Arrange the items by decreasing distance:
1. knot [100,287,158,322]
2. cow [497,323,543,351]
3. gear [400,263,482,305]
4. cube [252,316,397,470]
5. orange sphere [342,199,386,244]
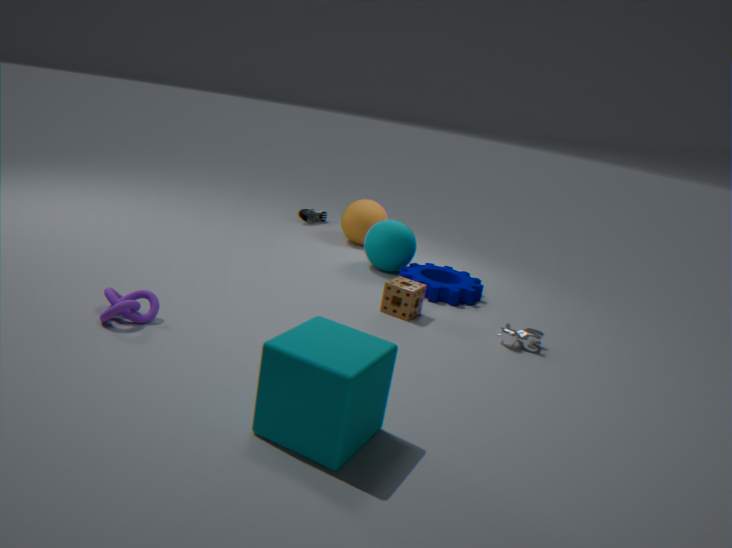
orange sphere [342,199,386,244], gear [400,263,482,305], cow [497,323,543,351], knot [100,287,158,322], cube [252,316,397,470]
